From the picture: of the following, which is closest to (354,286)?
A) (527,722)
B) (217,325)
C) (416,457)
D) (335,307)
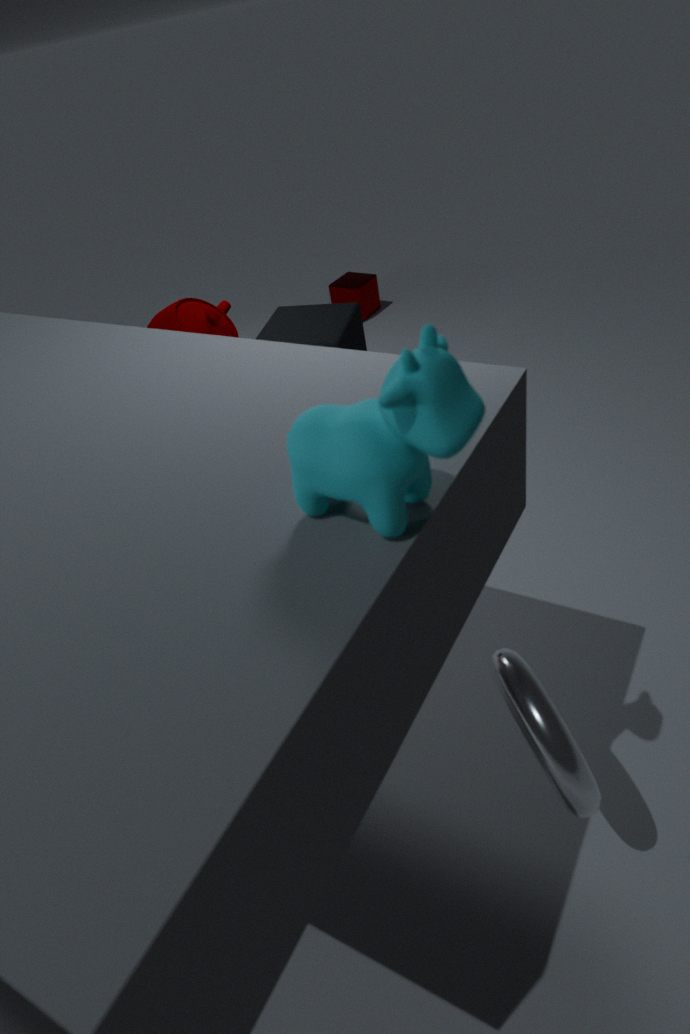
(335,307)
